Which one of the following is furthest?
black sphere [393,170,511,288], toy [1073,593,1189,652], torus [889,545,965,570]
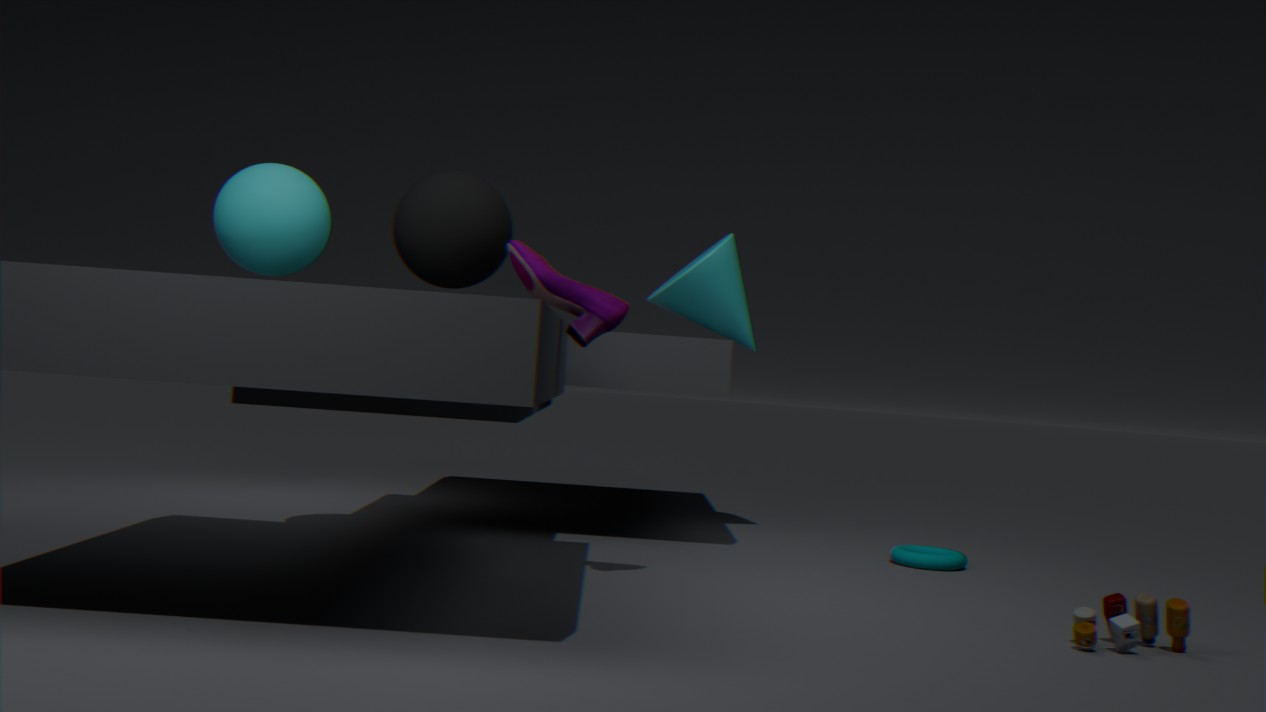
torus [889,545,965,570]
